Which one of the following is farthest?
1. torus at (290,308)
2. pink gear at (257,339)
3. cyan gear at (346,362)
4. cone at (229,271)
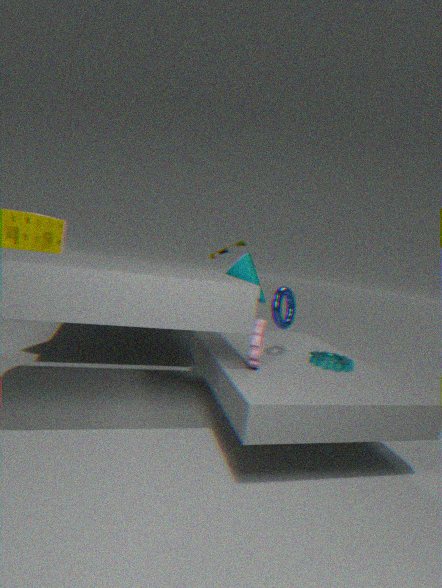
cone at (229,271)
